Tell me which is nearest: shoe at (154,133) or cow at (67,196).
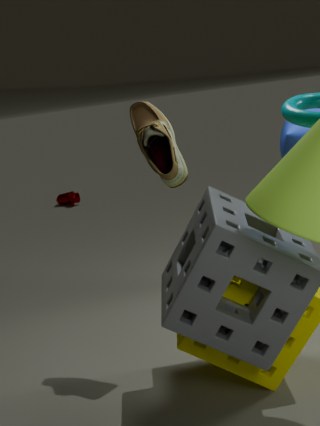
shoe at (154,133)
